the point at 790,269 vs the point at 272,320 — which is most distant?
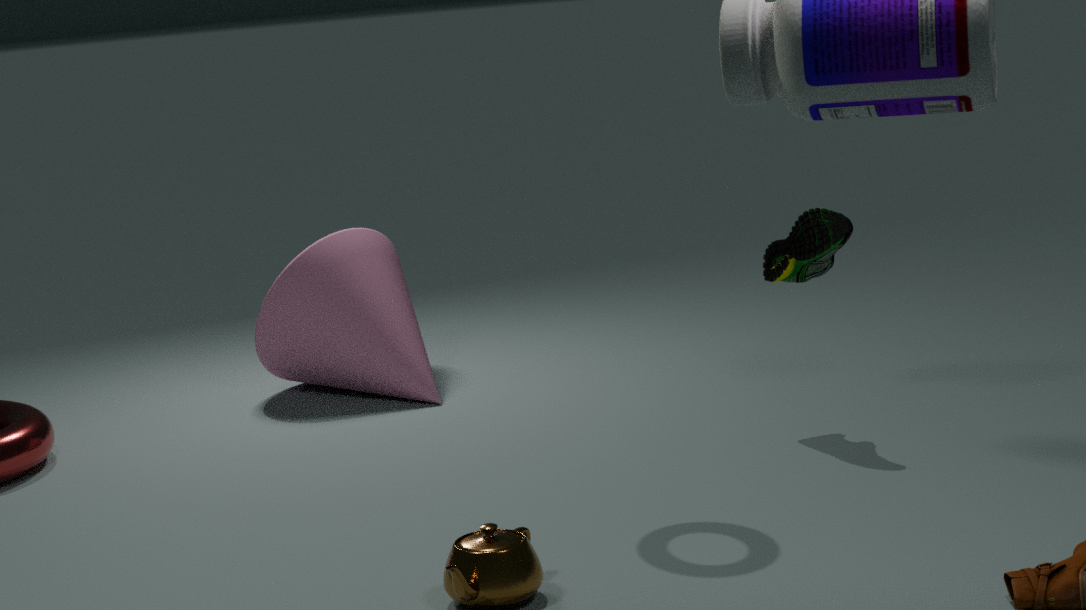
the point at 272,320
